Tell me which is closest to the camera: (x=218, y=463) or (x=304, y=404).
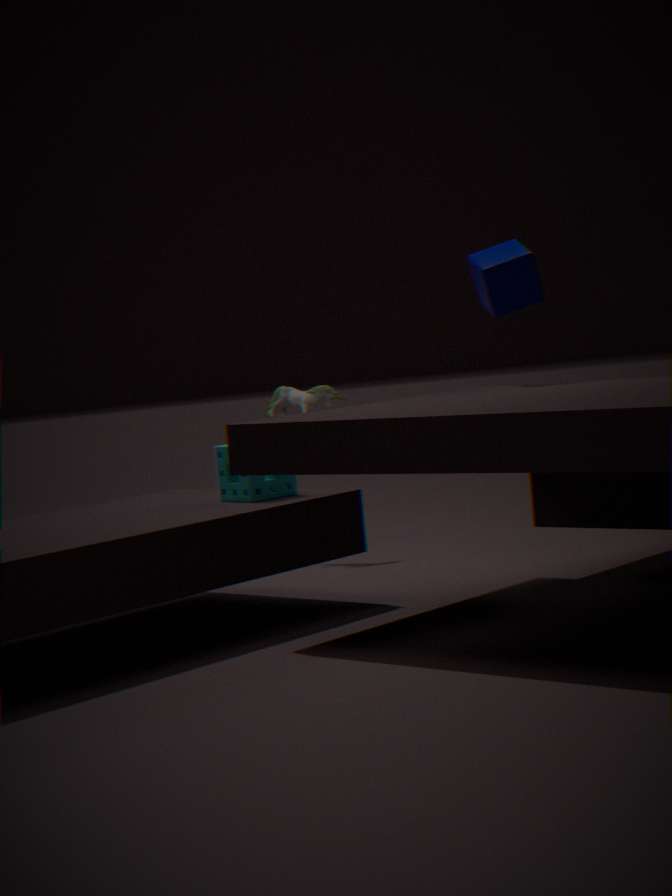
(x=218, y=463)
